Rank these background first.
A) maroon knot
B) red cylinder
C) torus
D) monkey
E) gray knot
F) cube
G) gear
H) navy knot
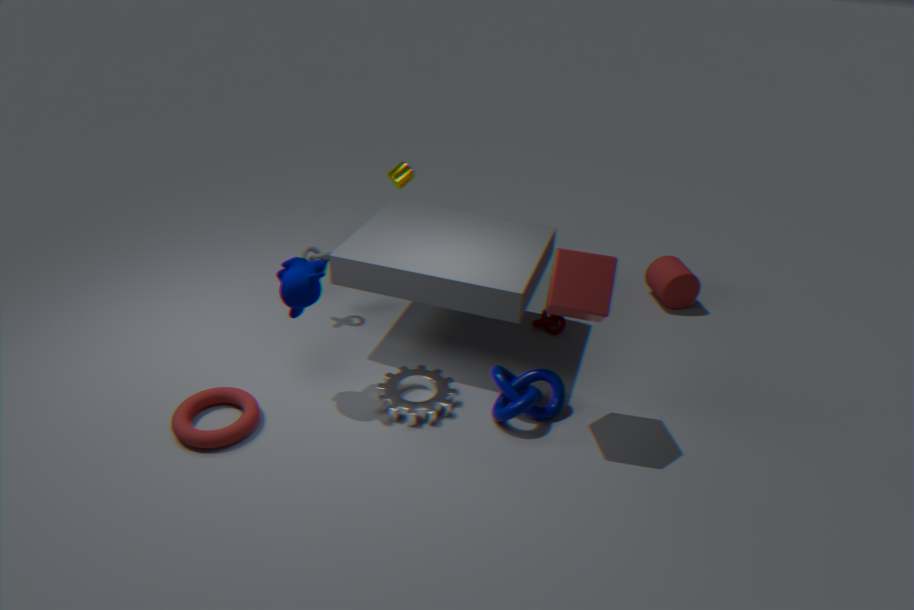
red cylinder, maroon knot, gray knot, gear, navy knot, monkey, torus, cube
